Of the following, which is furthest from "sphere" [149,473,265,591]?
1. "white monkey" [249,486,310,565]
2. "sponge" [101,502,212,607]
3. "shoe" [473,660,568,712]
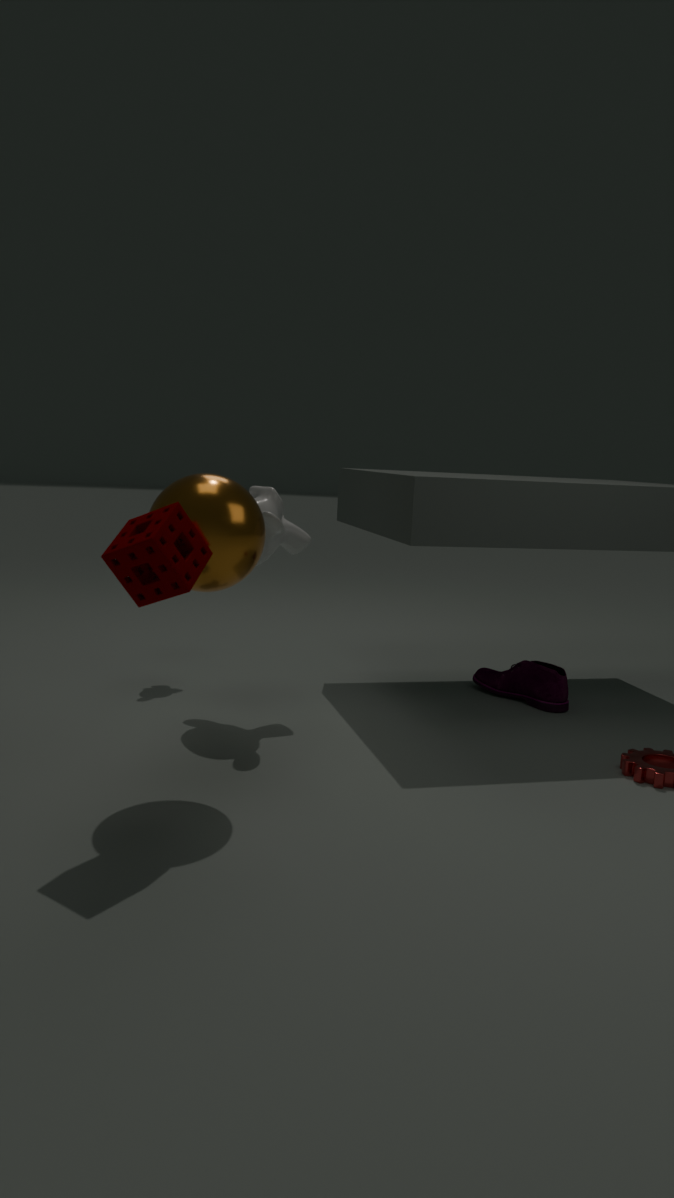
"shoe" [473,660,568,712]
